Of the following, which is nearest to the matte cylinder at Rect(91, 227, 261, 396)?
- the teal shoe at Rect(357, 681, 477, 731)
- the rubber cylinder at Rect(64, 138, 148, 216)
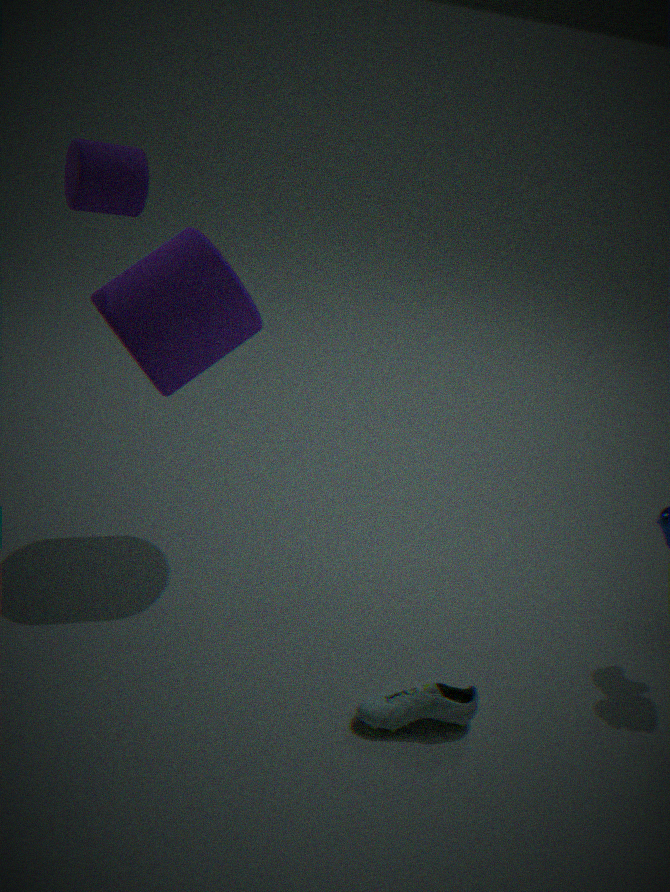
the rubber cylinder at Rect(64, 138, 148, 216)
